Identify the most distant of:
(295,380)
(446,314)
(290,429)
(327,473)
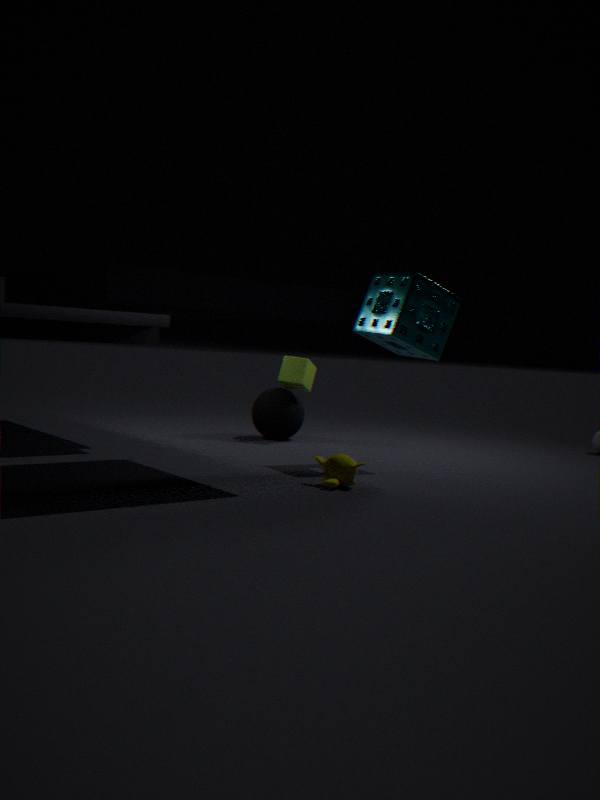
(290,429)
